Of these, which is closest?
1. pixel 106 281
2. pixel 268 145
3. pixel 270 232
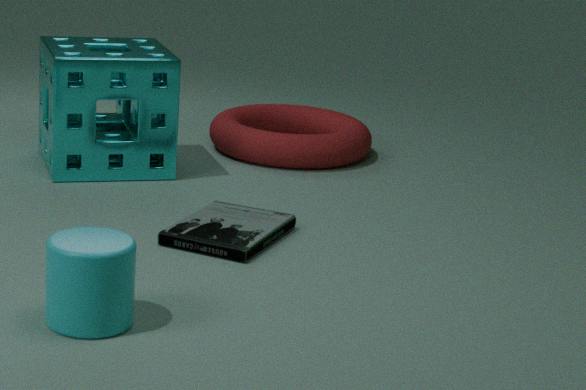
pixel 106 281
